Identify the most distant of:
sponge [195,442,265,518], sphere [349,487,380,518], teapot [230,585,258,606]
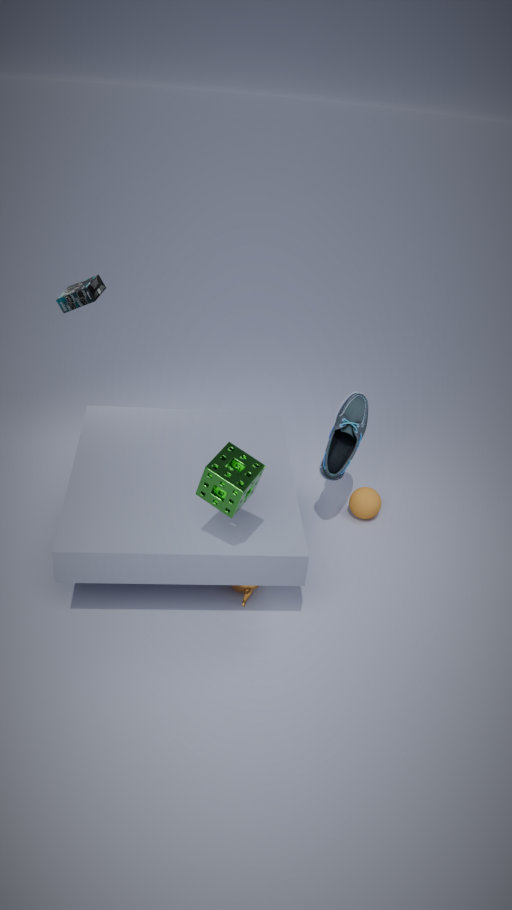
sphere [349,487,380,518]
